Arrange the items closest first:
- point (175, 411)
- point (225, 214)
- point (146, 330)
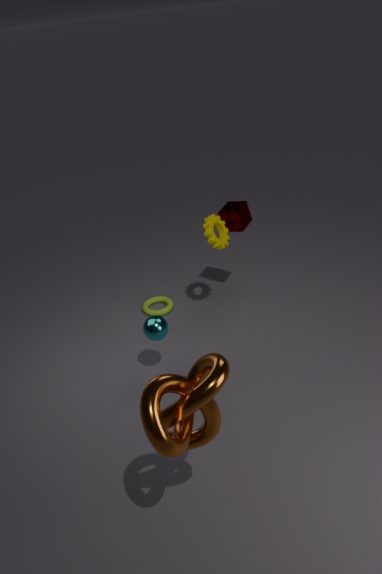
point (175, 411) < point (146, 330) < point (225, 214)
